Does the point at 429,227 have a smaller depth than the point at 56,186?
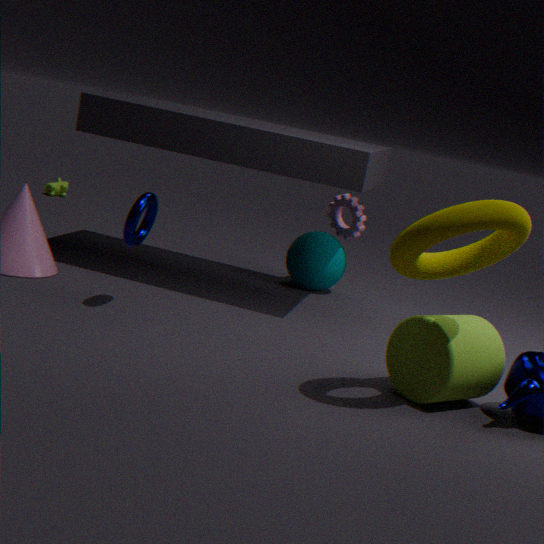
Yes
